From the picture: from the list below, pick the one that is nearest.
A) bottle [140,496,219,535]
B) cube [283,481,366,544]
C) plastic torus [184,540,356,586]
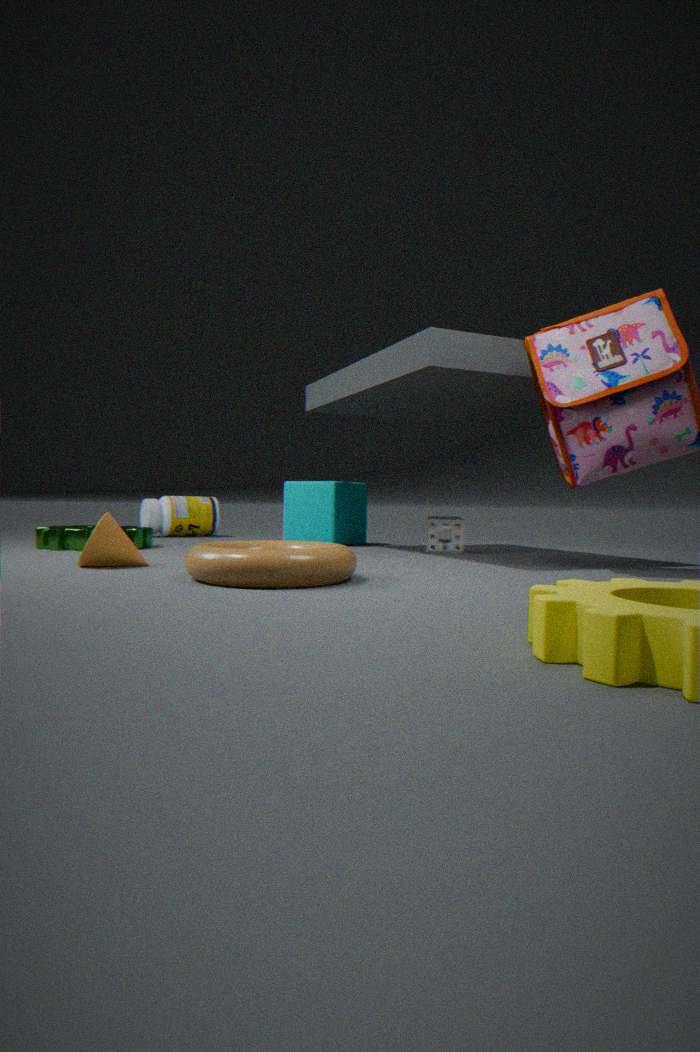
plastic torus [184,540,356,586]
